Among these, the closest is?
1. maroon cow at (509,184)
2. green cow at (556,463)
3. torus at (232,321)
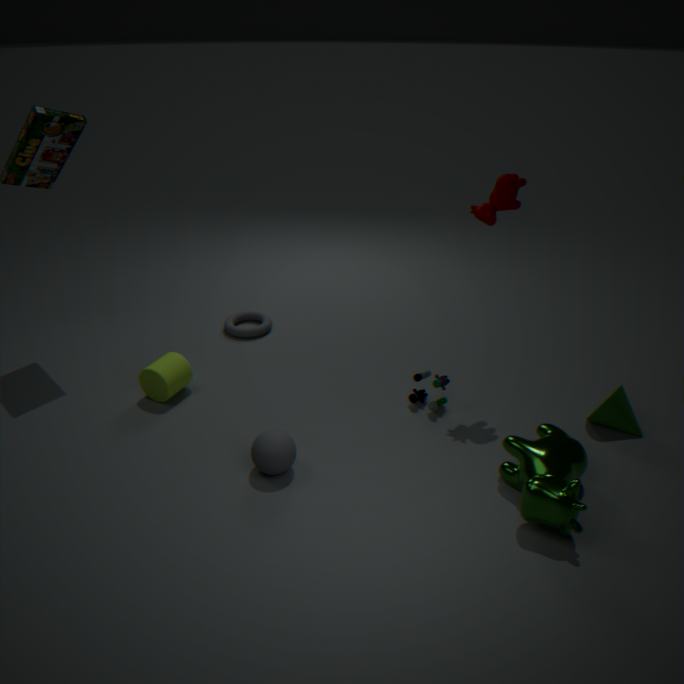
green cow at (556,463)
